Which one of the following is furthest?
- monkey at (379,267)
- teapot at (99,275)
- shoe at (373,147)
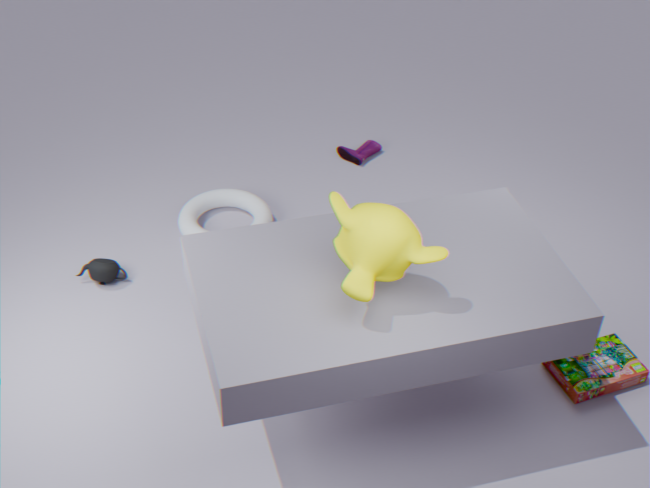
shoe at (373,147)
